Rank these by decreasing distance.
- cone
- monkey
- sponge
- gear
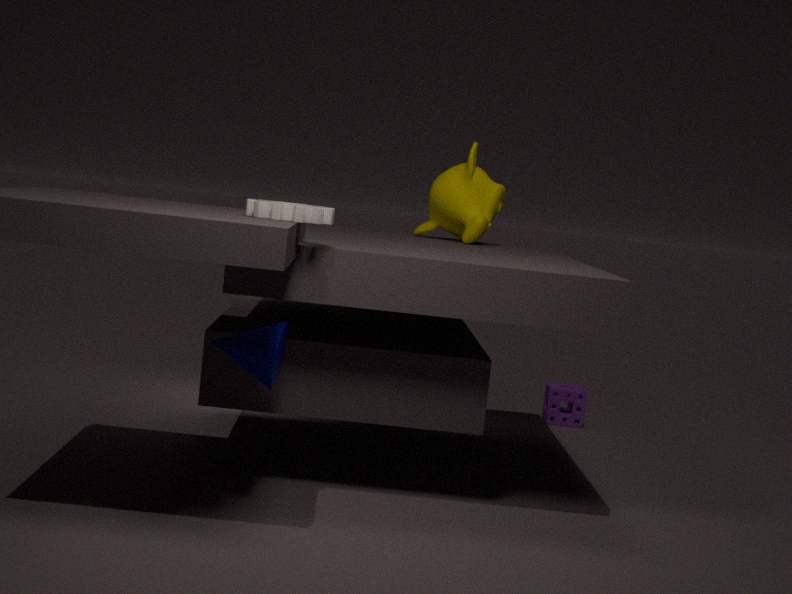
sponge
monkey
cone
gear
